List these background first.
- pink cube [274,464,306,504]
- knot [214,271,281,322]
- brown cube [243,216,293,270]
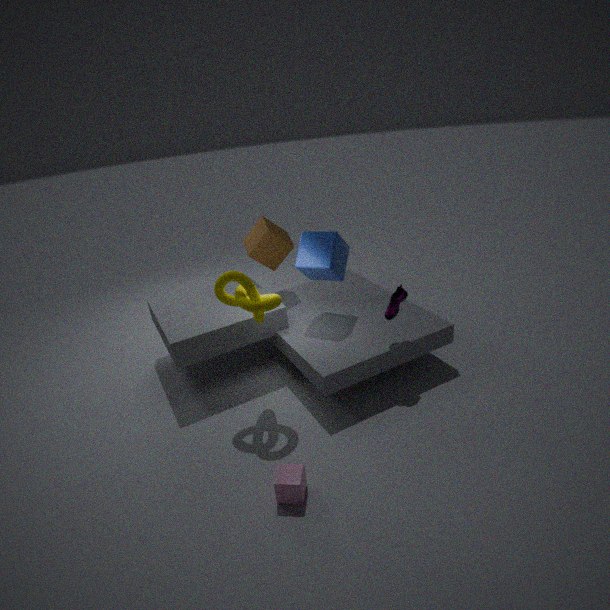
brown cube [243,216,293,270], knot [214,271,281,322], pink cube [274,464,306,504]
